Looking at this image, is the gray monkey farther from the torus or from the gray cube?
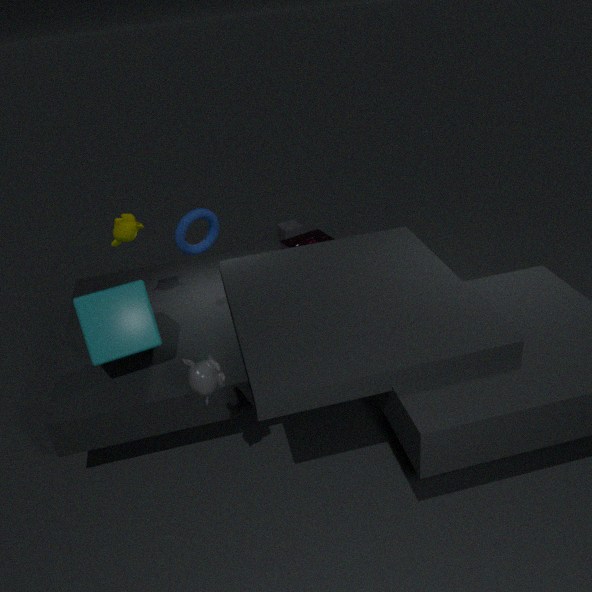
the gray cube
